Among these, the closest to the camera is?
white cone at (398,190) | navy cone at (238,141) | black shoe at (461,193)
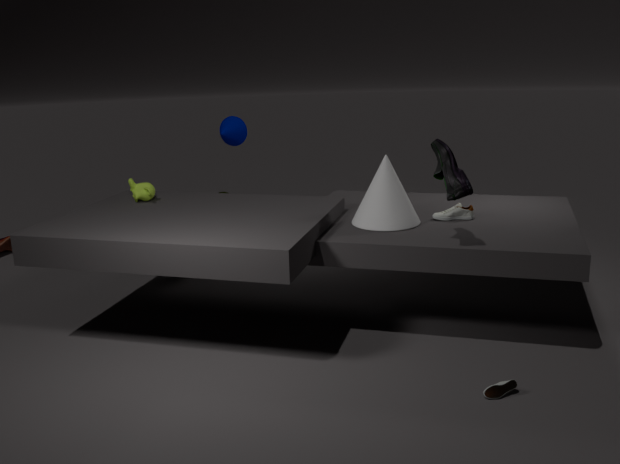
black shoe at (461,193)
